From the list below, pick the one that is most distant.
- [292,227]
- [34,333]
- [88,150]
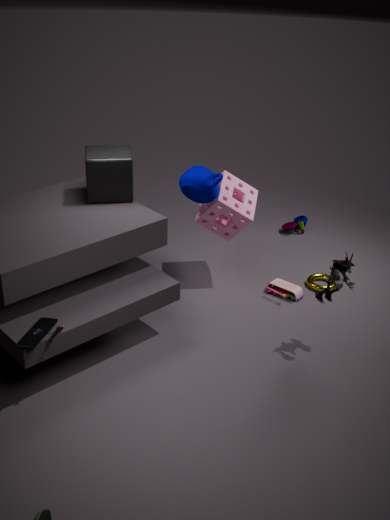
[292,227]
